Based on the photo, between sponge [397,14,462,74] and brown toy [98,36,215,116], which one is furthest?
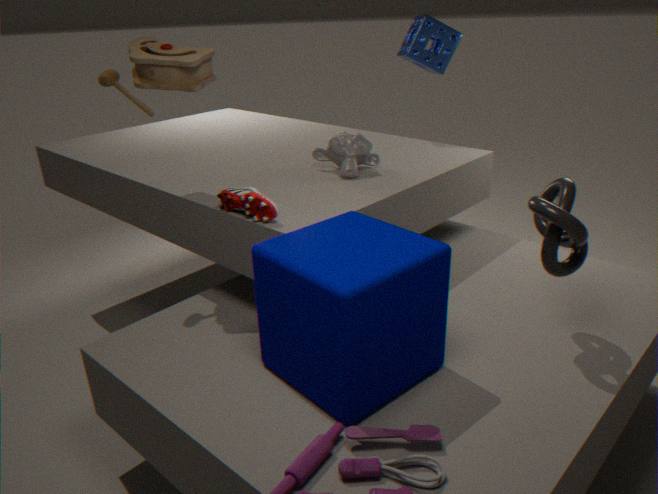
sponge [397,14,462,74]
